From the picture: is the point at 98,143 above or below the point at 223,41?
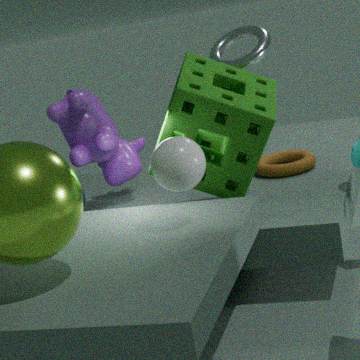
below
